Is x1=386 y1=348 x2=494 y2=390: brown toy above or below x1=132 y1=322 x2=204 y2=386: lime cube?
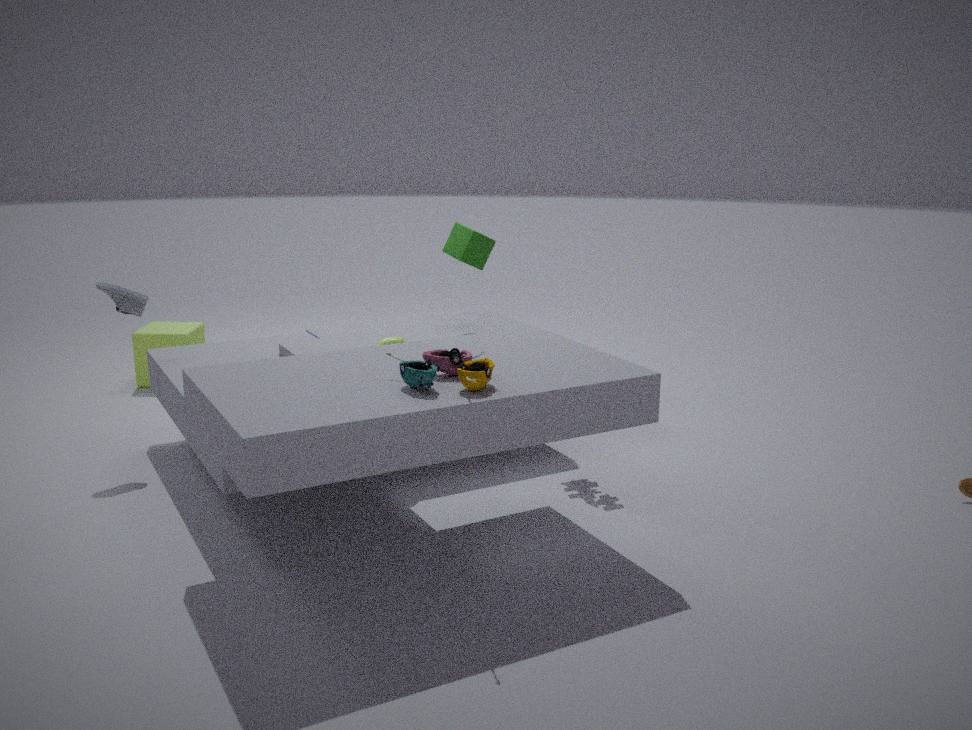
above
